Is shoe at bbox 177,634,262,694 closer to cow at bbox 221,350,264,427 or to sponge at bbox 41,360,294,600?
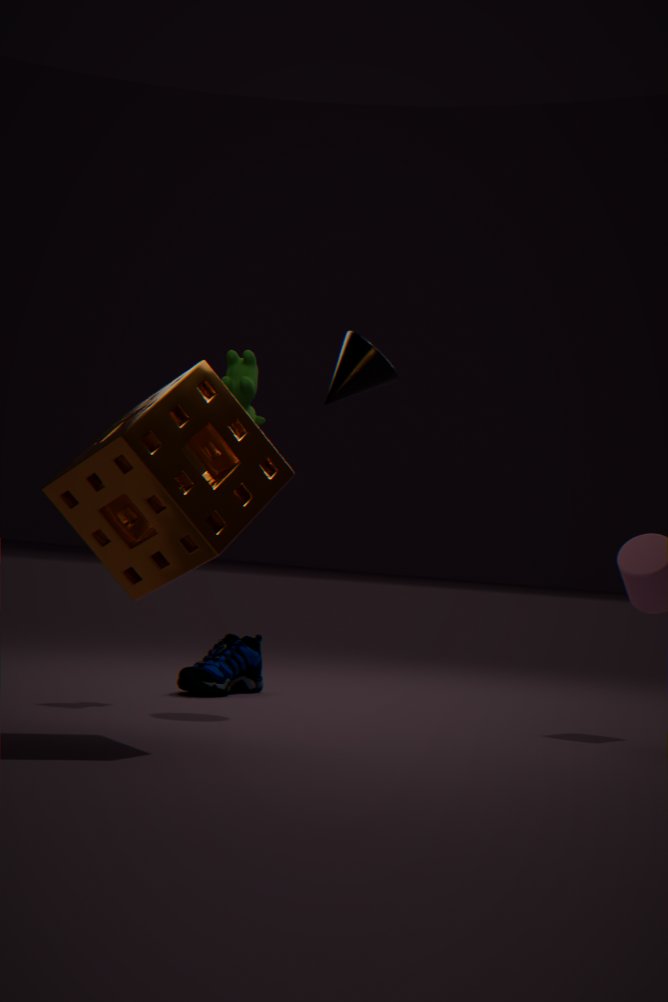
cow at bbox 221,350,264,427
